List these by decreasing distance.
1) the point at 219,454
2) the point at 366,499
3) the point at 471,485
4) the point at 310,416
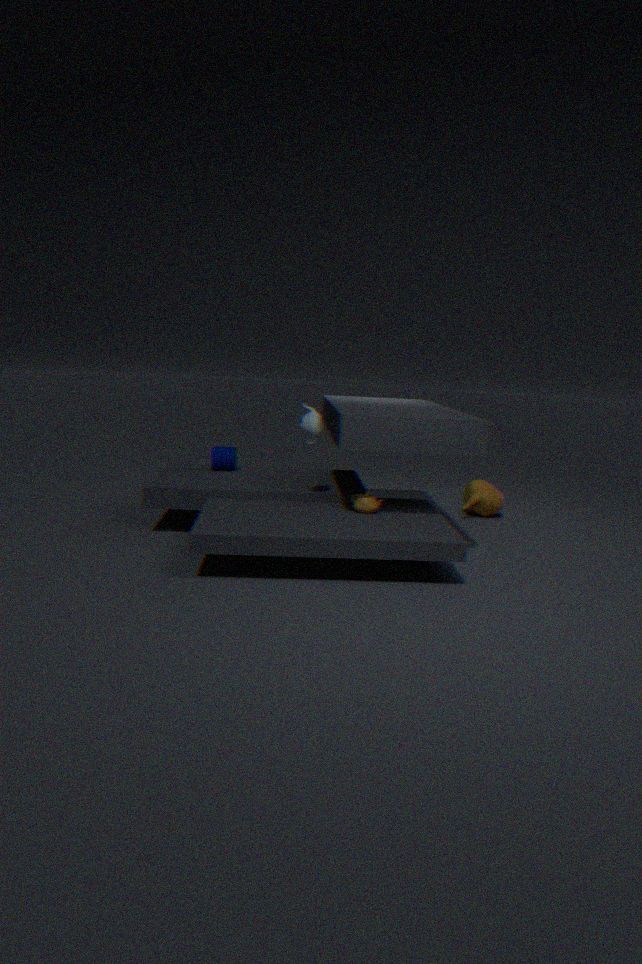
3. the point at 471,485 < 1. the point at 219,454 < 2. the point at 366,499 < 4. the point at 310,416
